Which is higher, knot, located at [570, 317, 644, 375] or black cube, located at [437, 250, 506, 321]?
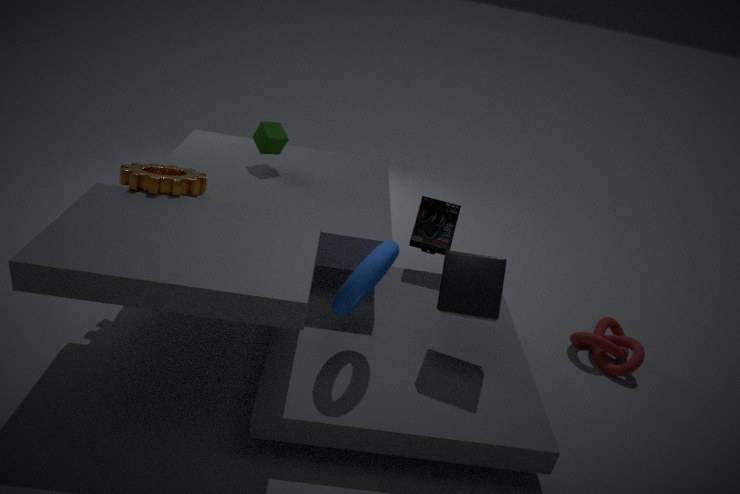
black cube, located at [437, 250, 506, 321]
